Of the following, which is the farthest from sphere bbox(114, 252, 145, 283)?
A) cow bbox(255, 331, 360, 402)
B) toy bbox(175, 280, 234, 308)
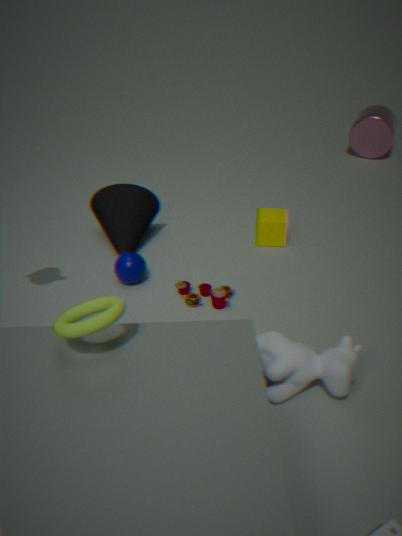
cow bbox(255, 331, 360, 402)
